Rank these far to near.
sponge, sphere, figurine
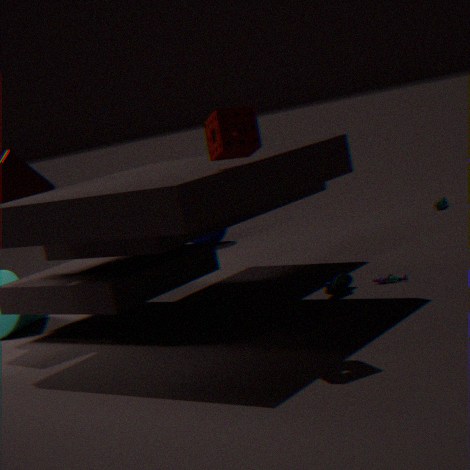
sphere
figurine
sponge
